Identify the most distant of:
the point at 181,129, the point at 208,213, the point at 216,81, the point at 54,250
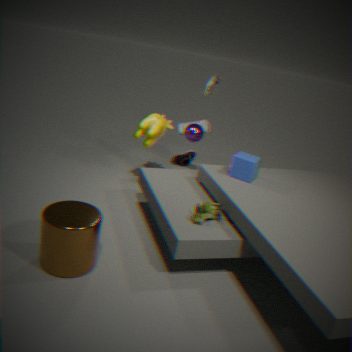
the point at 181,129
